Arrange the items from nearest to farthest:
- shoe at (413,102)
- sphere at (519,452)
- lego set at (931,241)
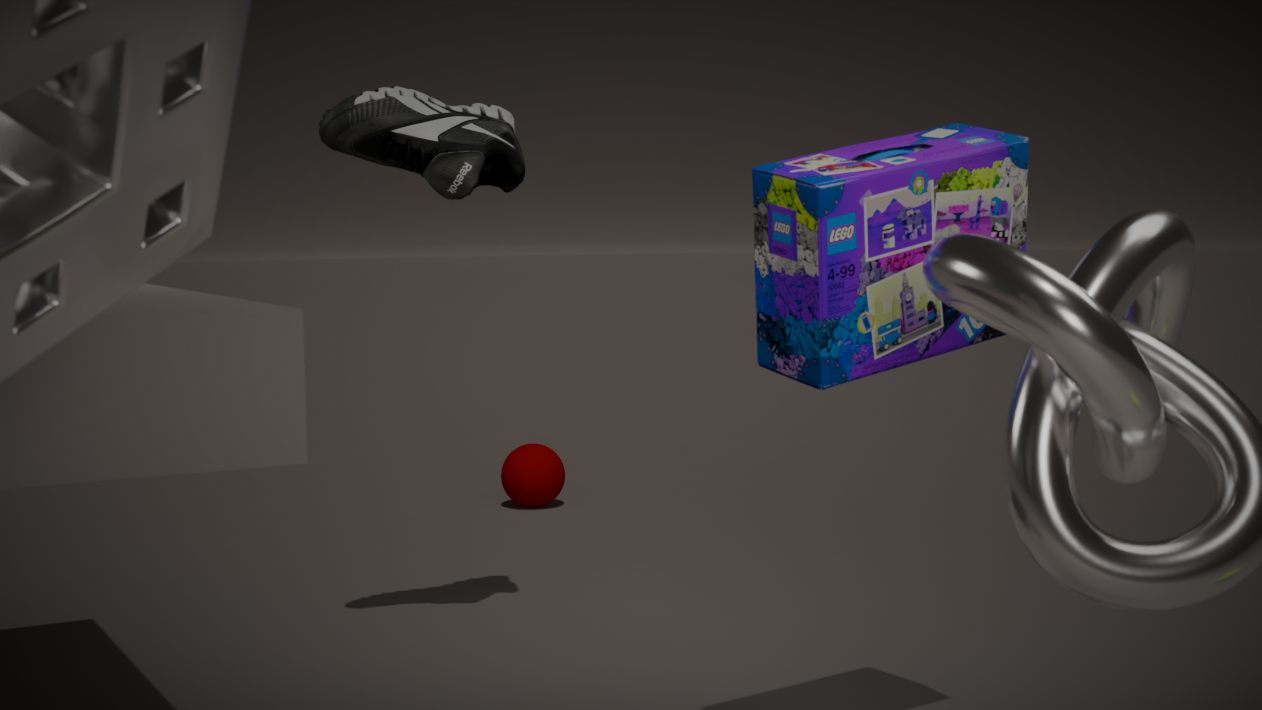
lego set at (931,241), shoe at (413,102), sphere at (519,452)
